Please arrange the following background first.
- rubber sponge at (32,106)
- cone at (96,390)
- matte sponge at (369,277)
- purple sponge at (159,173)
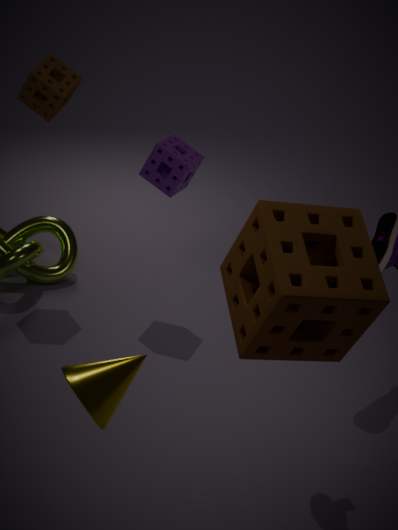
purple sponge at (159,173)
rubber sponge at (32,106)
matte sponge at (369,277)
cone at (96,390)
